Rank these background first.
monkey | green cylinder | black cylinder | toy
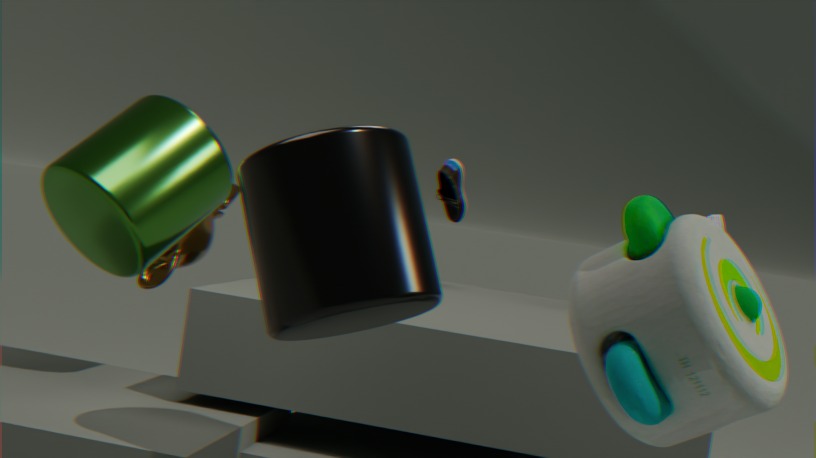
monkey < green cylinder < black cylinder < toy
